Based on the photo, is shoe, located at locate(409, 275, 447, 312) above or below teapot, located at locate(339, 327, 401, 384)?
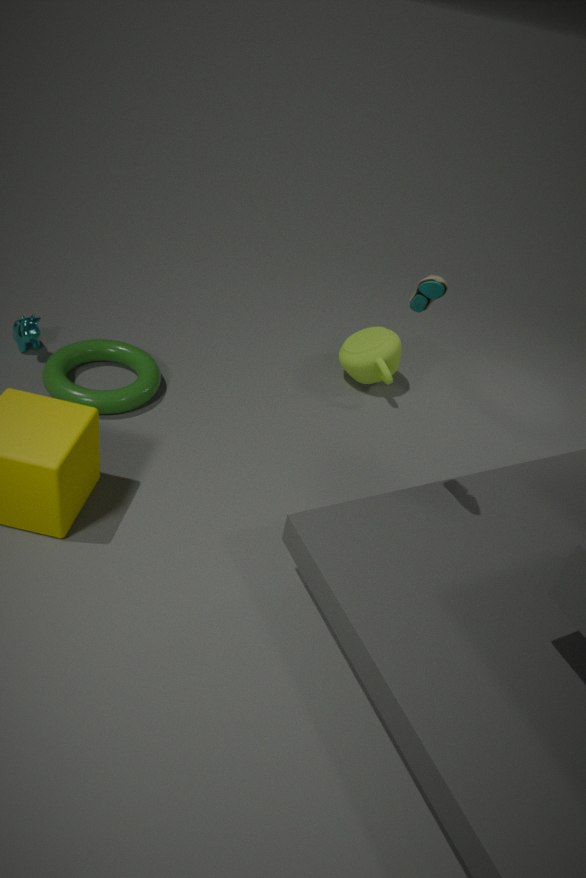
above
